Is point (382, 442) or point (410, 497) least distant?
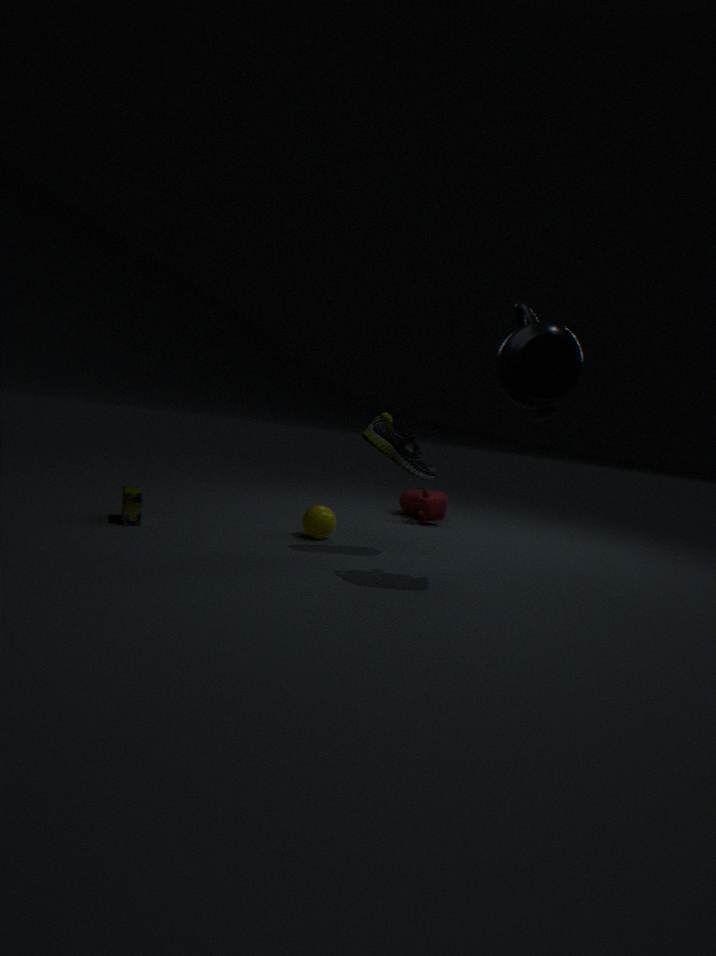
point (382, 442)
